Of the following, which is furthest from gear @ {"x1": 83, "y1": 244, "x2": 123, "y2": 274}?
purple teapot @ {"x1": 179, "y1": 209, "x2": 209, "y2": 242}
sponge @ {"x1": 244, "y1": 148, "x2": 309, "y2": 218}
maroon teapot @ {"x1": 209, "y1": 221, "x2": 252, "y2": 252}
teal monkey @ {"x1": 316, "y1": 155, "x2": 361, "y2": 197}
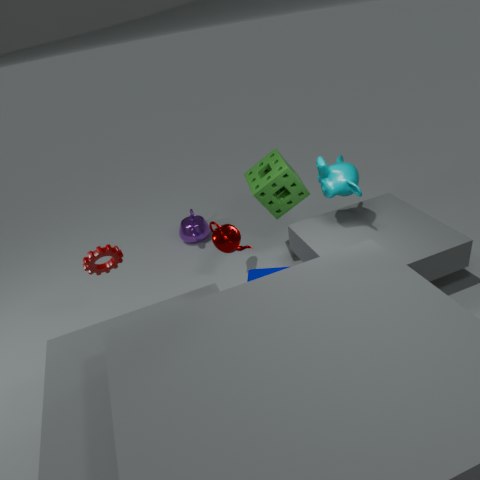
teal monkey @ {"x1": 316, "y1": 155, "x2": 361, "y2": 197}
